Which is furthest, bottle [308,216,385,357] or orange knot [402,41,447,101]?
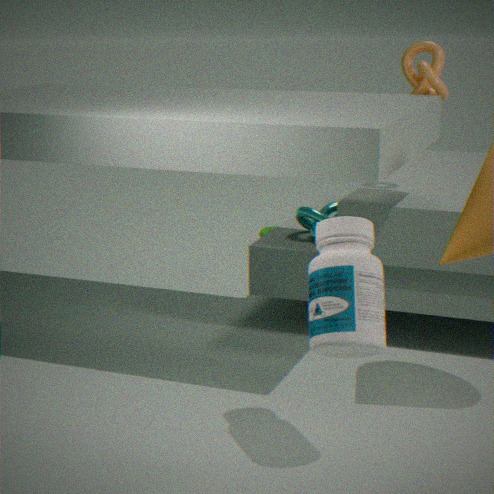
orange knot [402,41,447,101]
